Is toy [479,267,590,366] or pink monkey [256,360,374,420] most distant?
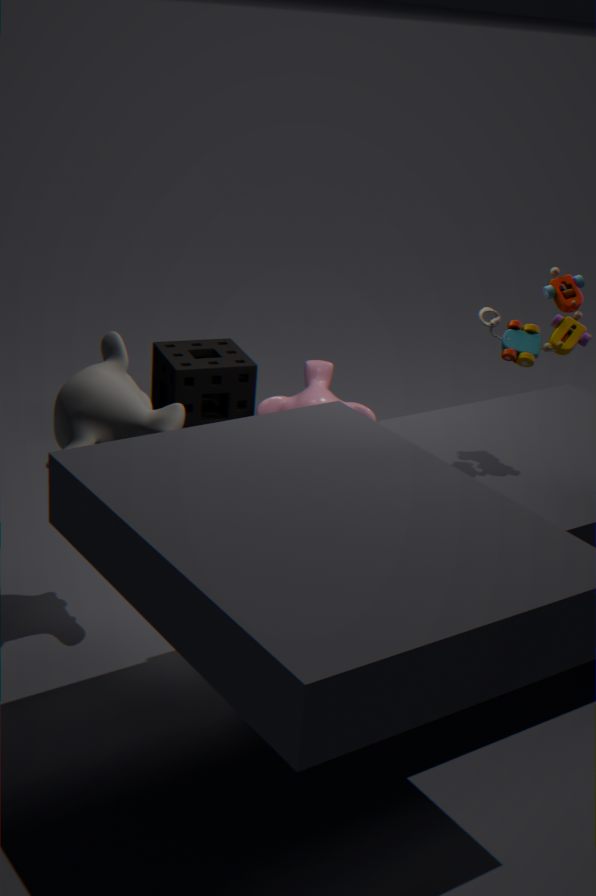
pink monkey [256,360,374,420]
